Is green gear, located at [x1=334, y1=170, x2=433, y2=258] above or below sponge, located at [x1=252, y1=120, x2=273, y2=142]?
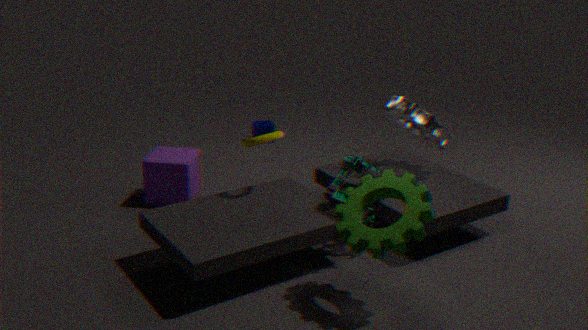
above
